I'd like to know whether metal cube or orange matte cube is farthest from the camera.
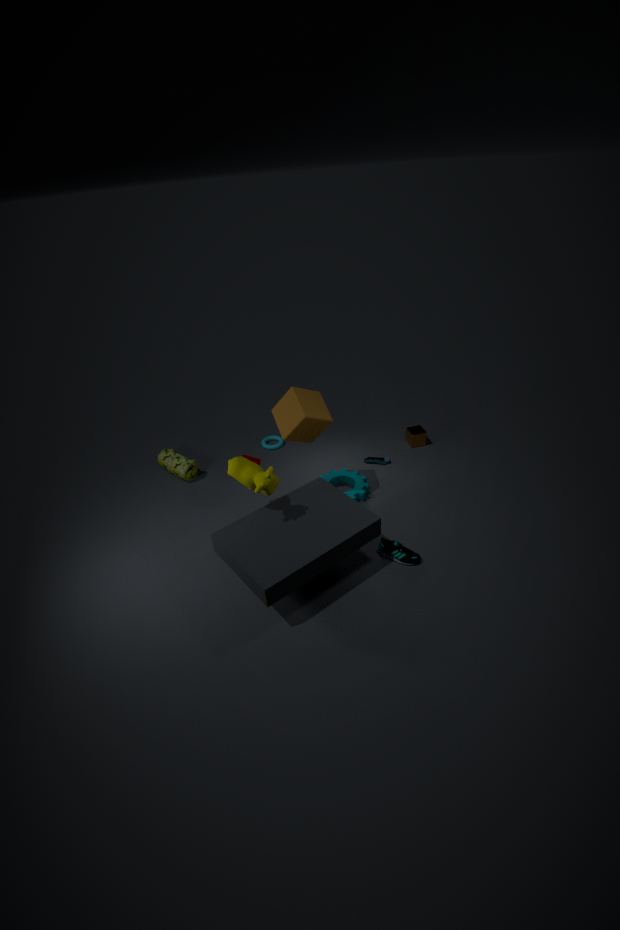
metal cube
